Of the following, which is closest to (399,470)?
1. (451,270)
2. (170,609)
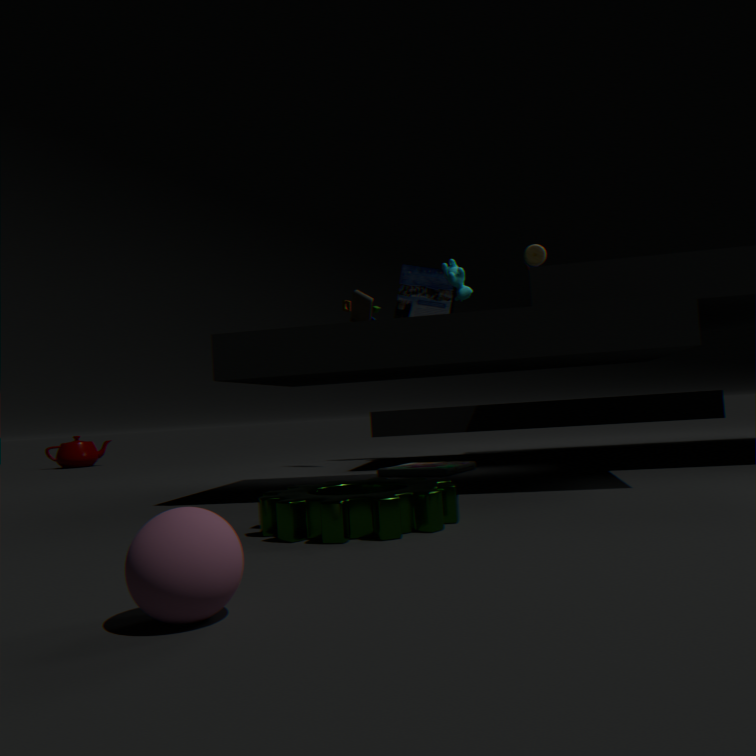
(451,270)
